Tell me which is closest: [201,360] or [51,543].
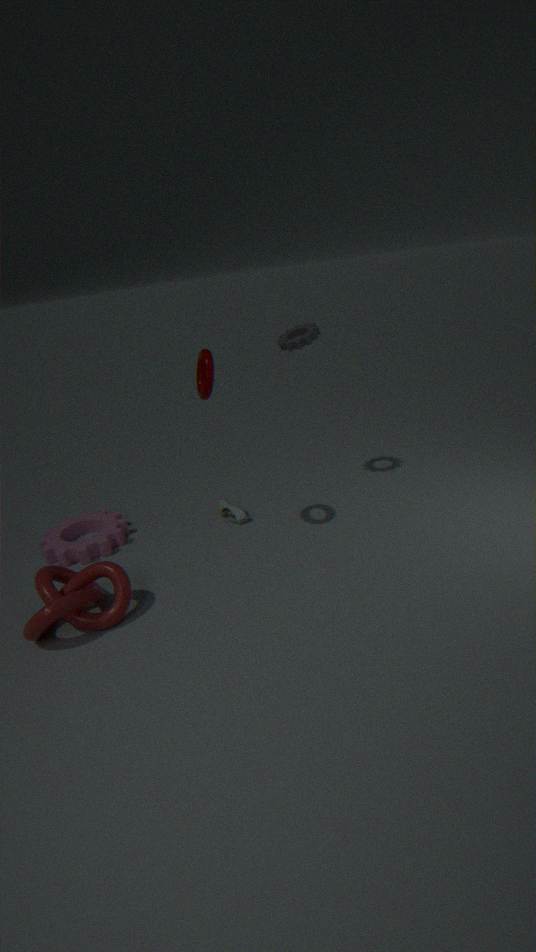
[201,360]
